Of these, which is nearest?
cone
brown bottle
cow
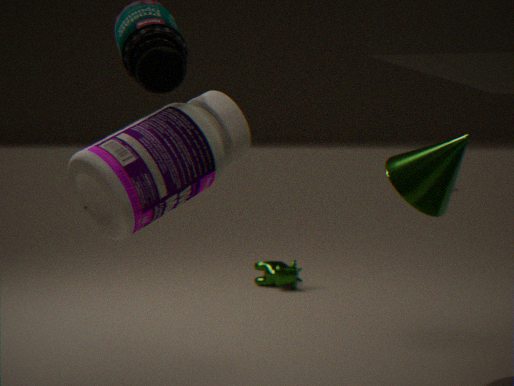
brown bottle
